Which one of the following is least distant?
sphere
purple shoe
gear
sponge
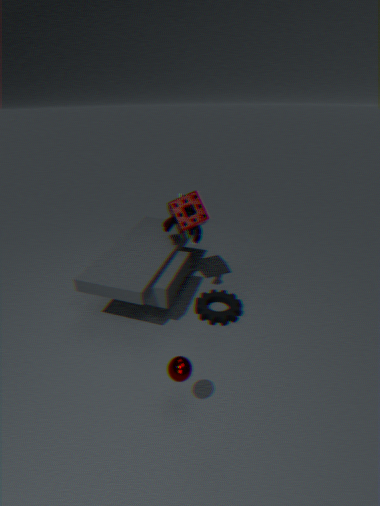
sphere
